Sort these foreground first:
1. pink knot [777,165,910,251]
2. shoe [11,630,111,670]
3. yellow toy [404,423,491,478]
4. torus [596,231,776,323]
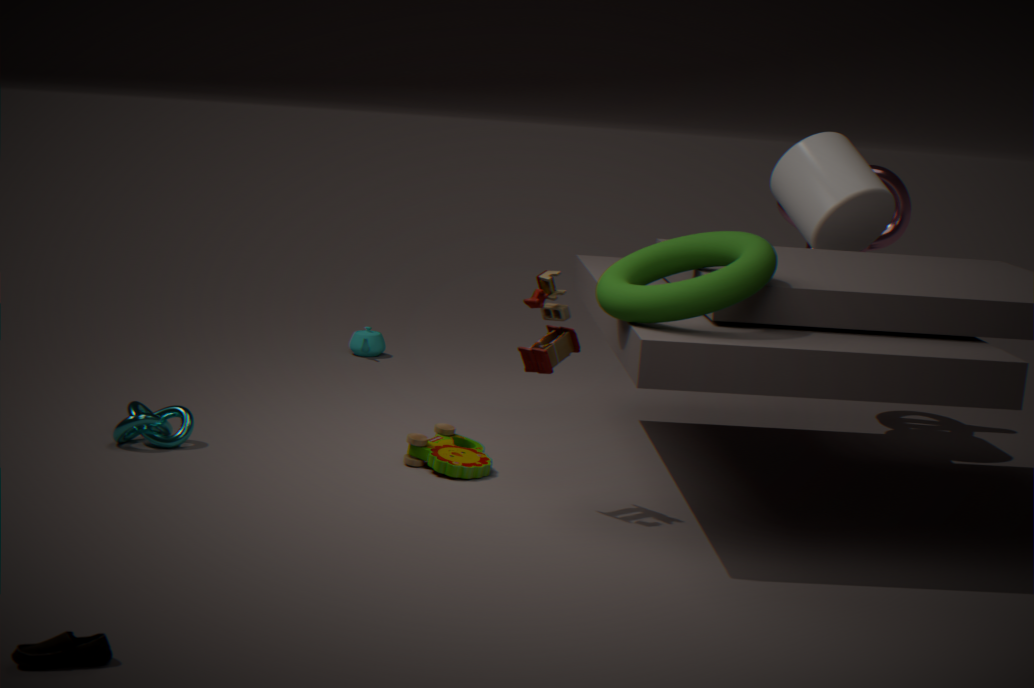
shoe [11,630,111,670] < torus [596,231,776,323] < yellow toy [404,423,491,478] < pink knot [777,165,910,251]
